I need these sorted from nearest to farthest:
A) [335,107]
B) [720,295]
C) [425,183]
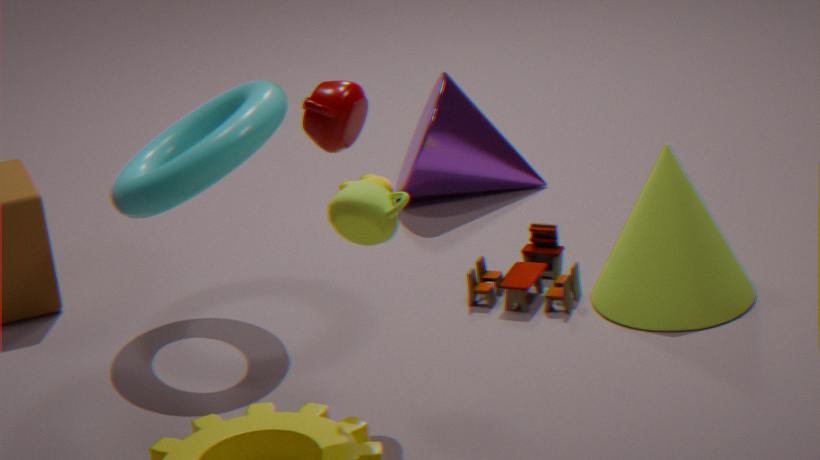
1. [335,107]
2. [720,295]
3. [425,183]
